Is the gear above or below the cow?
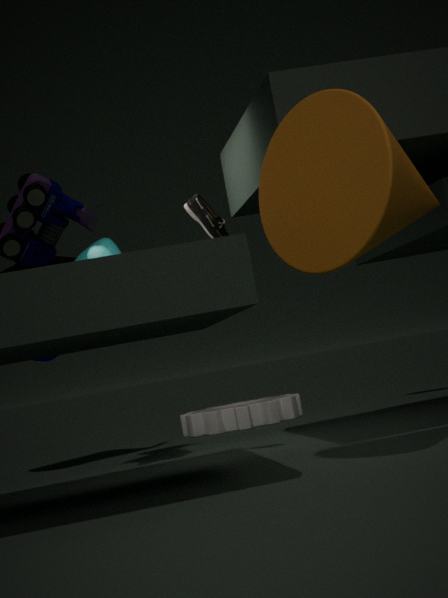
below
